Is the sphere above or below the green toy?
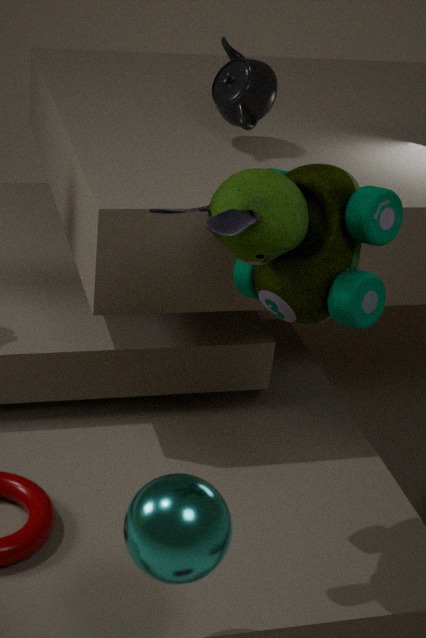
below
